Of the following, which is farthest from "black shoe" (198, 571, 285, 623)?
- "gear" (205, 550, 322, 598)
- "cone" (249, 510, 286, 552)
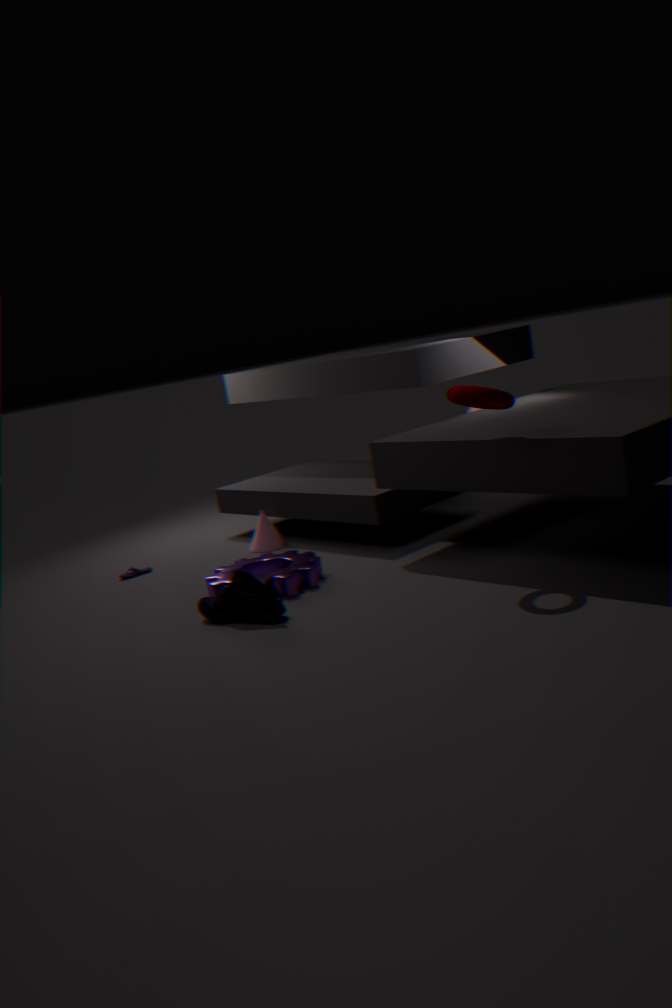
"cone" (249, 510, 286, 552)
